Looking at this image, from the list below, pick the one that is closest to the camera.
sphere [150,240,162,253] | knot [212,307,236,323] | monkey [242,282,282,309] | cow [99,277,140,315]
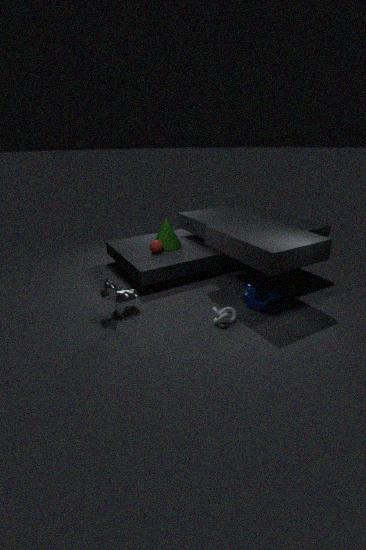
knot [212,307,236,323]
